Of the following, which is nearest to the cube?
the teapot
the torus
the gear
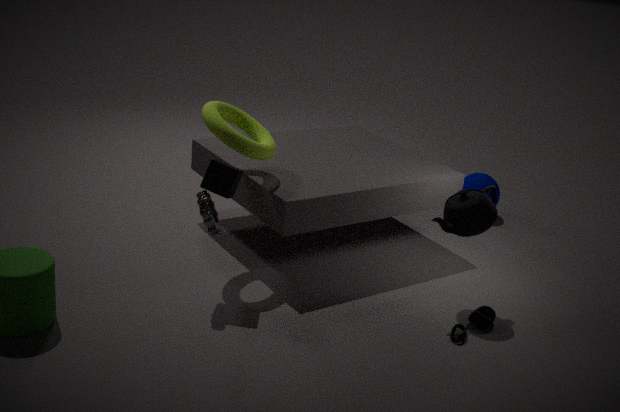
the gear
